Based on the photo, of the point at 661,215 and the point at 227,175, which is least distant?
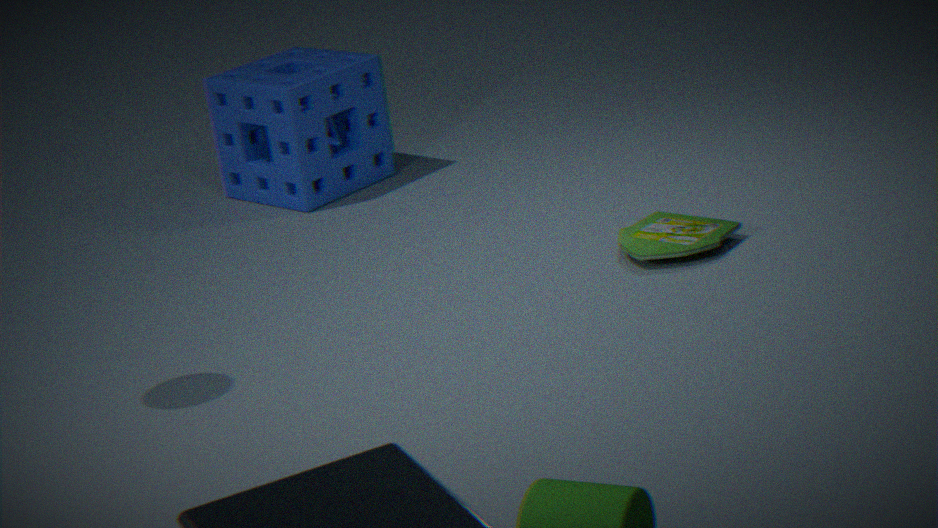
the point at 661,215
